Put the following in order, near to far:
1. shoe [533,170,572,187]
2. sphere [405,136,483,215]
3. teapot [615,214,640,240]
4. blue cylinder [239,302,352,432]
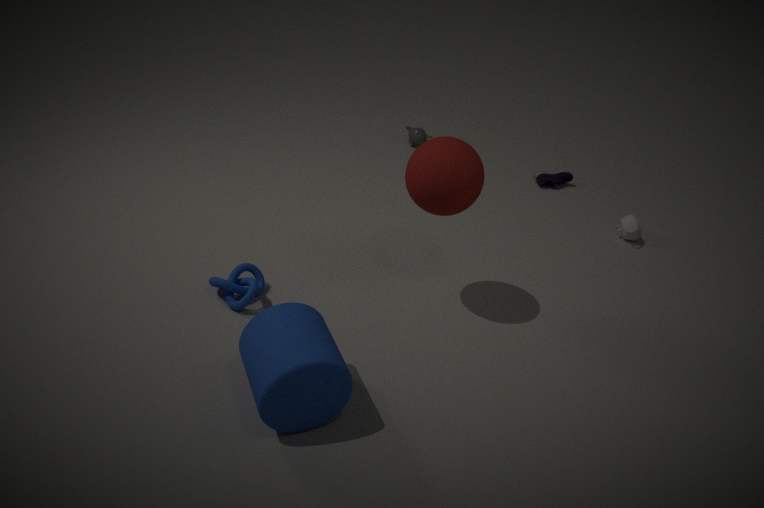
blue cylinder [239,302,352,432]
sphere [405,136,483,215]
teapot [615,214,640,240]
shoe [533,170,572,187]
